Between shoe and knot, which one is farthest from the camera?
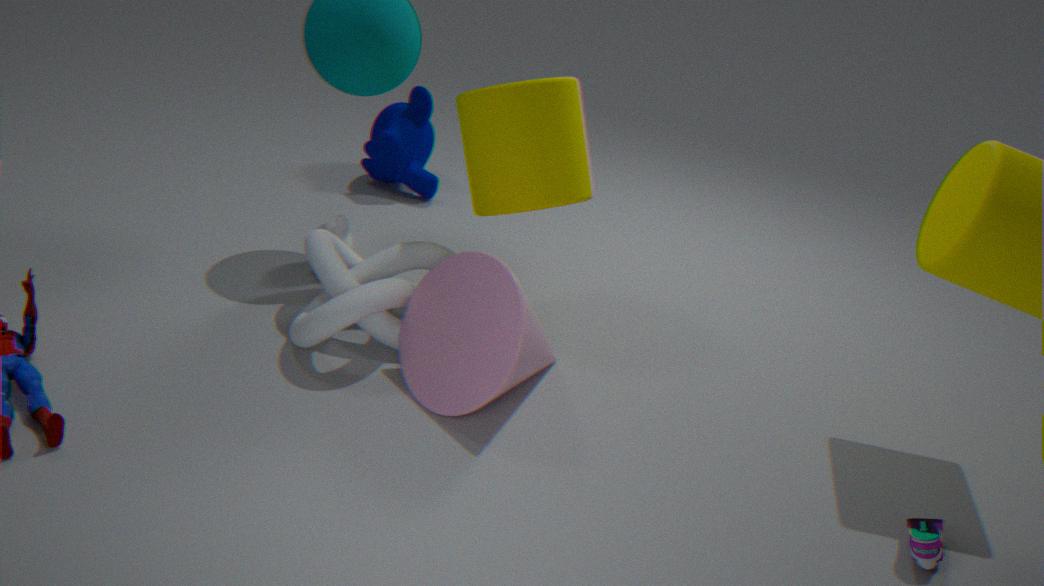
knot
